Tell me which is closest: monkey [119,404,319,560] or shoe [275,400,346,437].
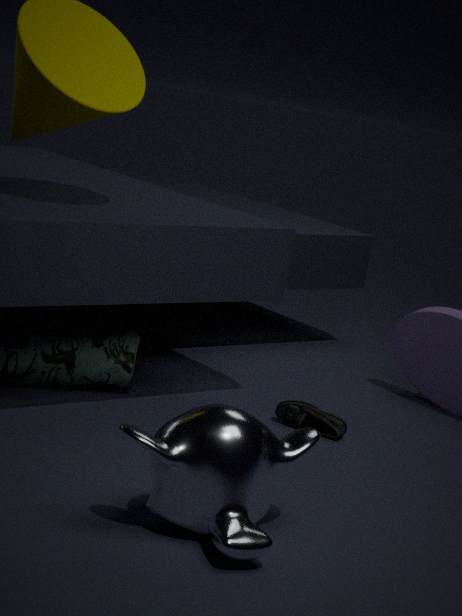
monkey [119,404,319,560]
